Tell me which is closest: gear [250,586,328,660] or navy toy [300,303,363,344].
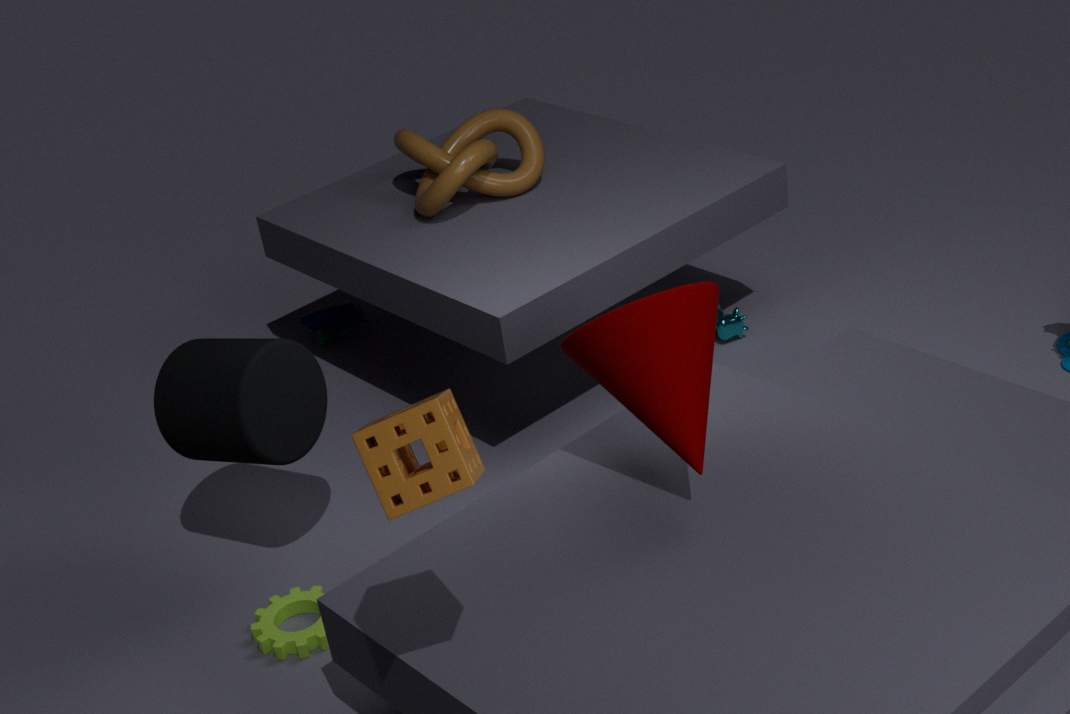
gear [250,586,328,660]
